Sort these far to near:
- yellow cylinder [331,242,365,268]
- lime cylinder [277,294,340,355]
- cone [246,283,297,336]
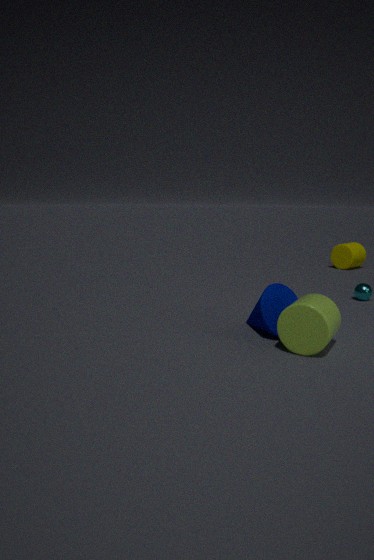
yellow cylinder [331,242,365,268]
cone [246,283,297,336]
lime cylinder [277,294,340,355]
